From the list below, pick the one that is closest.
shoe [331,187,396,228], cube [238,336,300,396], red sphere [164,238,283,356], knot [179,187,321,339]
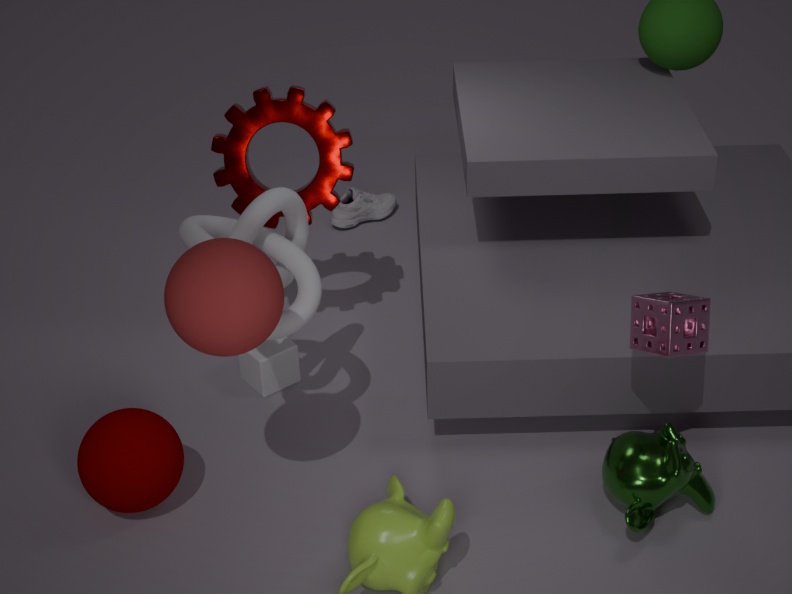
red sphere [164,238,283,356]
